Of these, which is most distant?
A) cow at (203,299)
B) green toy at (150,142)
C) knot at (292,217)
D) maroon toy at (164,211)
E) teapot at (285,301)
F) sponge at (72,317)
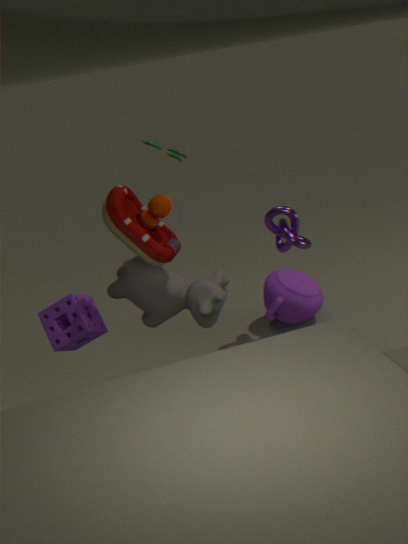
teapot at (285,301)
